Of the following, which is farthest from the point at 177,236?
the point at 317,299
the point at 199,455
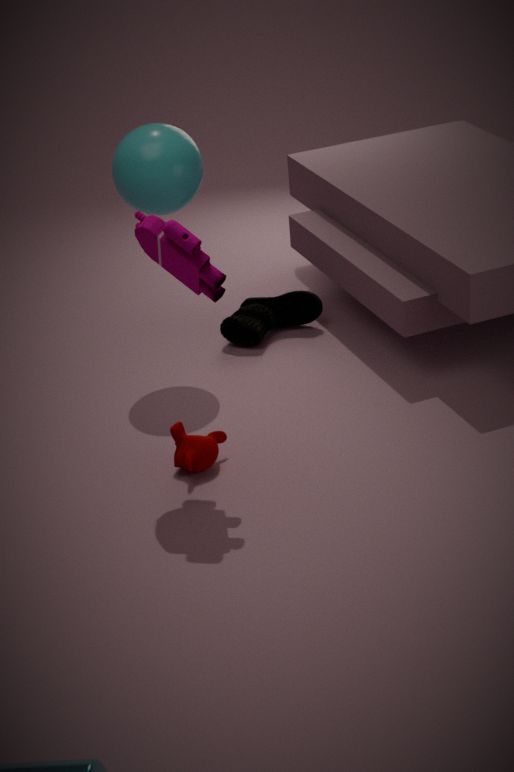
the point at 317,299
